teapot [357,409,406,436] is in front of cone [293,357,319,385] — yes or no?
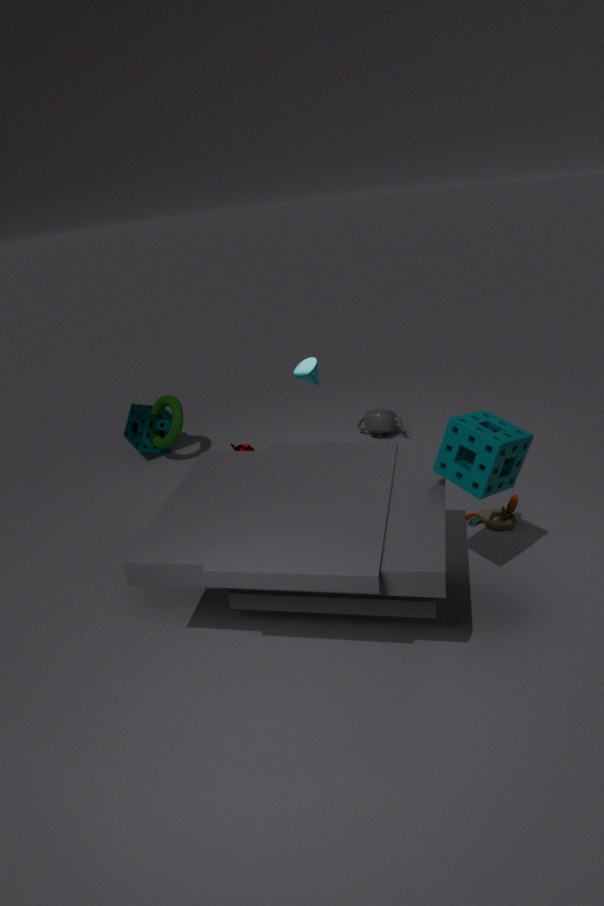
No
